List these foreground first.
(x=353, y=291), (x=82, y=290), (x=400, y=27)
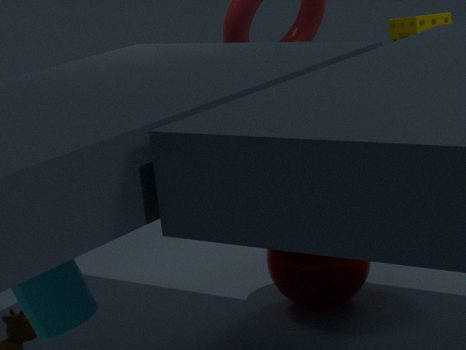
(x=82, y=290) < (x=353, y=291) < (x=400, y=27)
